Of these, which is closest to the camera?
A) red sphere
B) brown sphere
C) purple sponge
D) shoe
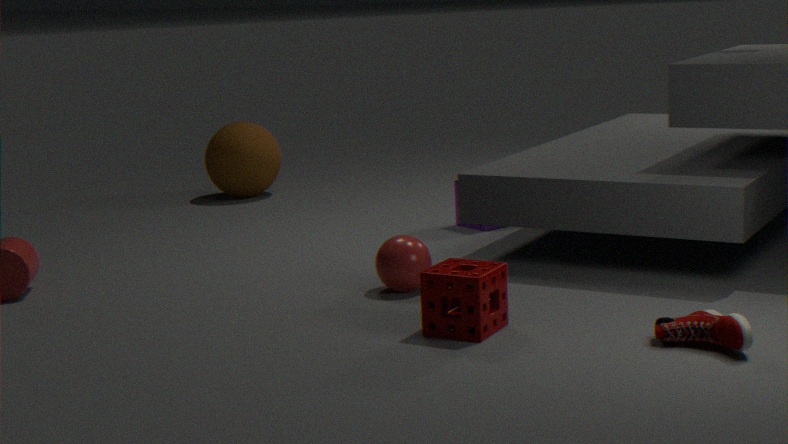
shoe
